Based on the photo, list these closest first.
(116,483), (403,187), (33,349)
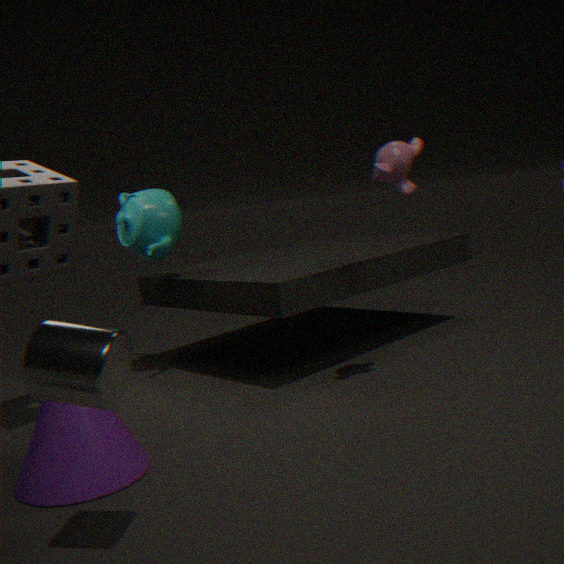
1. (33,349)
2. (116,483)
3. (403,187)
